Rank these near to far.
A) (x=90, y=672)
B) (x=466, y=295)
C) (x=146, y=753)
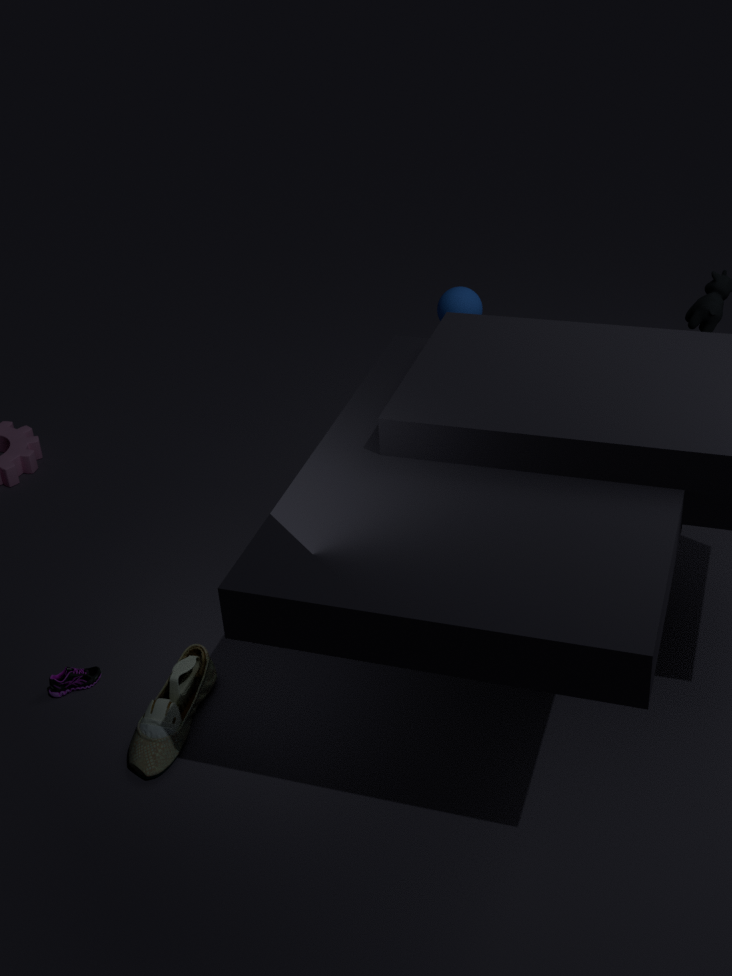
1. (x=146, y=753)
2. (x=90, y=672)
3. (x=466, y=295)
